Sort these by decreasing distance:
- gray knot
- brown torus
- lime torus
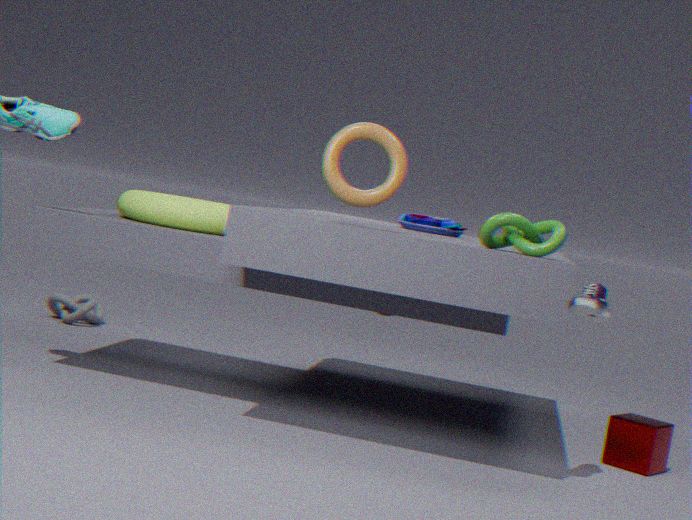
gray knot
lime torus
brown torus
